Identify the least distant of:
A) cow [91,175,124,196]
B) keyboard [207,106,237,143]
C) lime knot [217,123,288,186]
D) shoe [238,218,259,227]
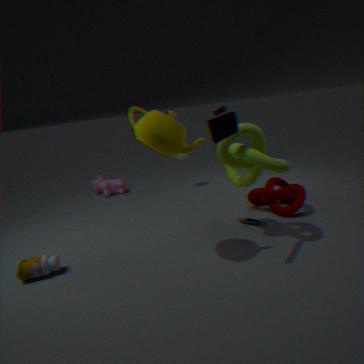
keyboard [207,106,237,143]
